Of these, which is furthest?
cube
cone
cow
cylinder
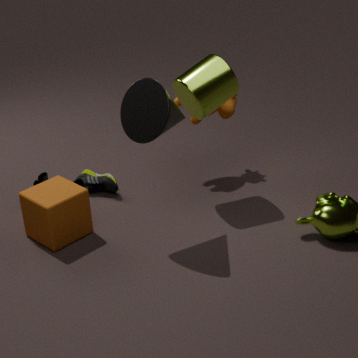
cow
